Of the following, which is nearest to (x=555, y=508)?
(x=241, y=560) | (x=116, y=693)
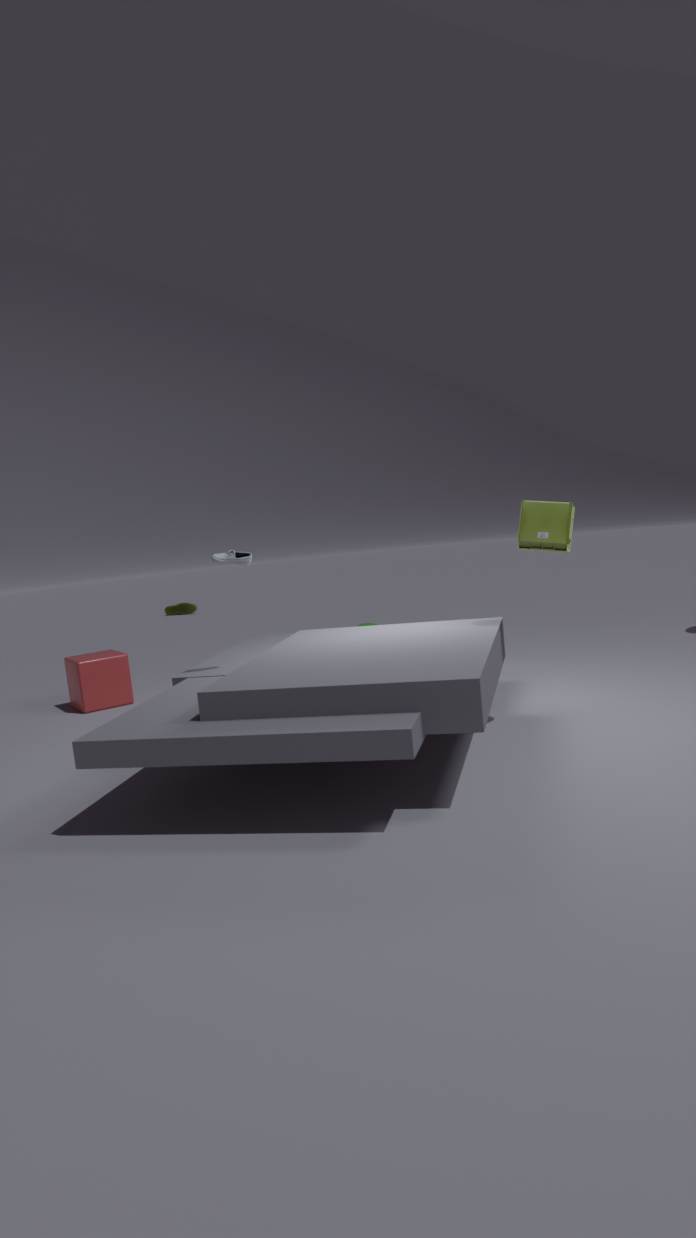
(x=241, y=560)
